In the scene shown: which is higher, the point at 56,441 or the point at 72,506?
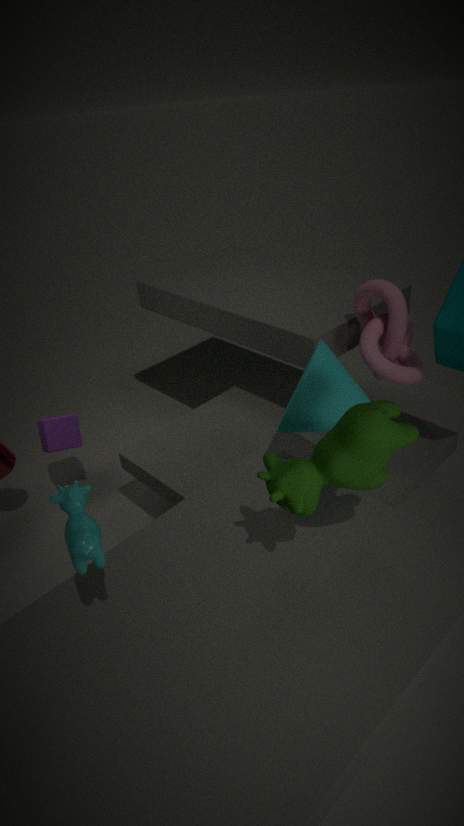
the point at 72,506
